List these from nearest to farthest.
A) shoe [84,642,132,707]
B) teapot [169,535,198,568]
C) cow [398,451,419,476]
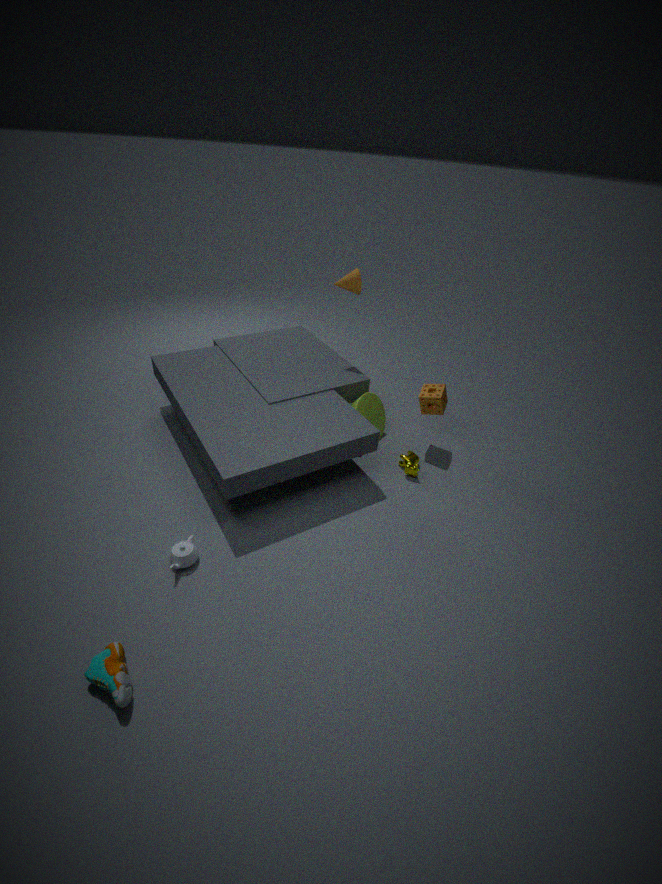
shoe [84,642,132,707], teapot [169,535,198,568], cow [398,451,419,476]
